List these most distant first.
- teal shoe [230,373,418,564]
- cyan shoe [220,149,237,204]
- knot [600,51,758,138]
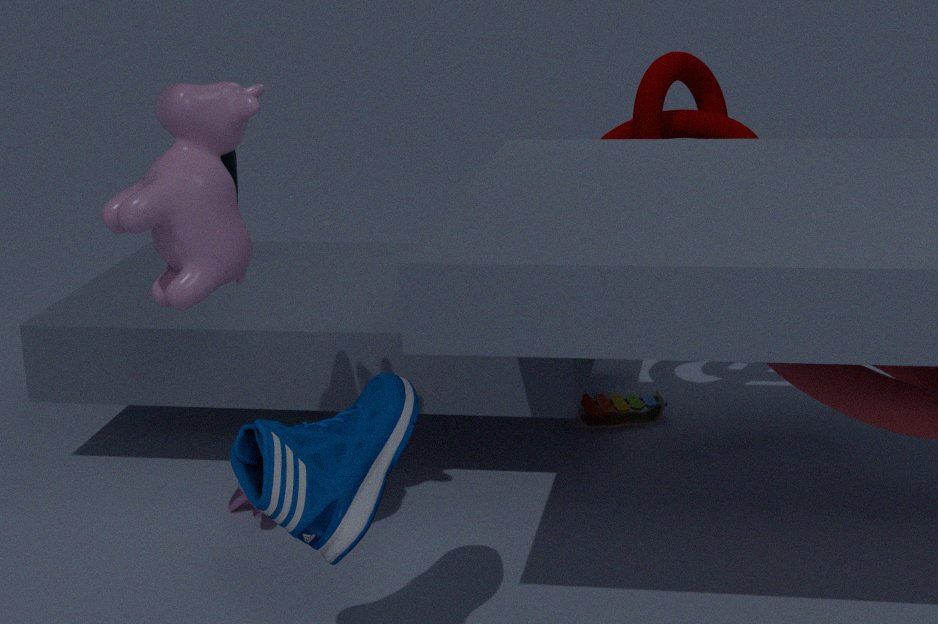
knot [600,51,758,138]
cyan shoe [220,149,237,204]
teal shoe [230,373,418,564]
